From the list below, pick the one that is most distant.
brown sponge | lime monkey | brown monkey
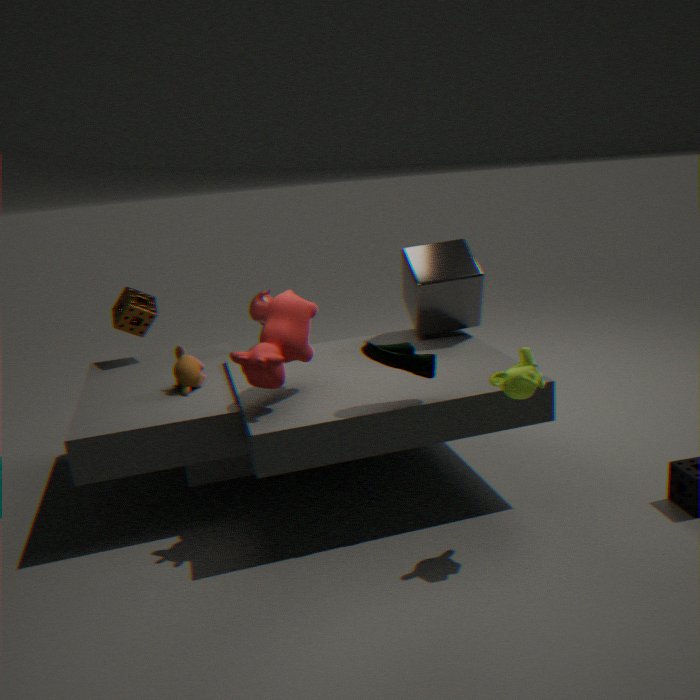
brown sponge
